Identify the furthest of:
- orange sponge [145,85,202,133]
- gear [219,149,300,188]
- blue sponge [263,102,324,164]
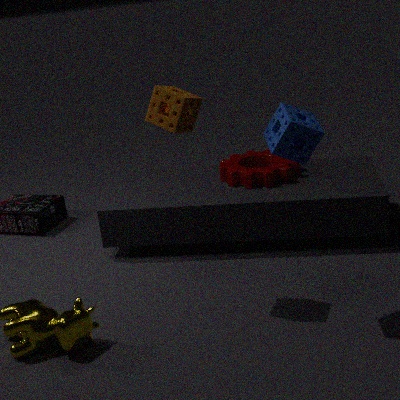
gear [219,149,300,188]
